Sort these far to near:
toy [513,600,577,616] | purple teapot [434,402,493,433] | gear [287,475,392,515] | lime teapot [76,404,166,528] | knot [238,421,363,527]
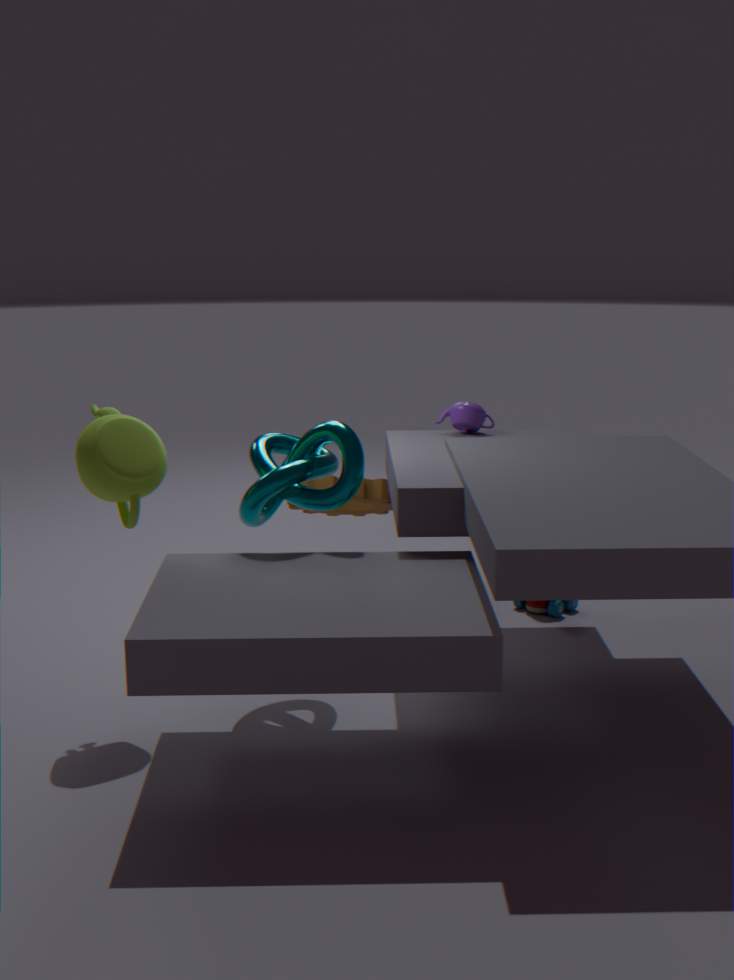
gear [287,475,392,515] < toy [513,600,577,616] < purple teapot [434,402,493,433] < knot [238,421,363,527] < lime teapot [76,404,166,528]
